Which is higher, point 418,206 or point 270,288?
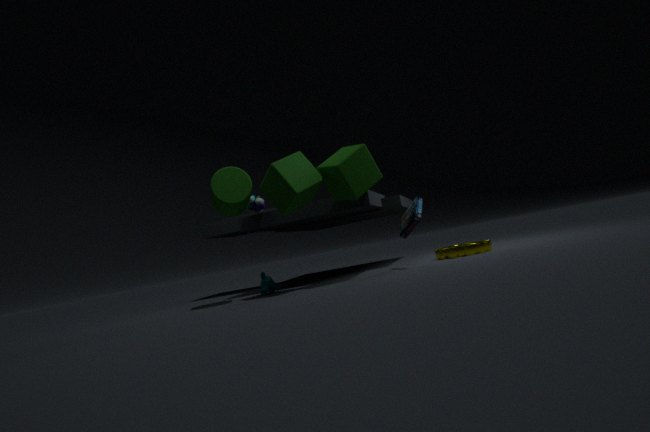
point 418,206
